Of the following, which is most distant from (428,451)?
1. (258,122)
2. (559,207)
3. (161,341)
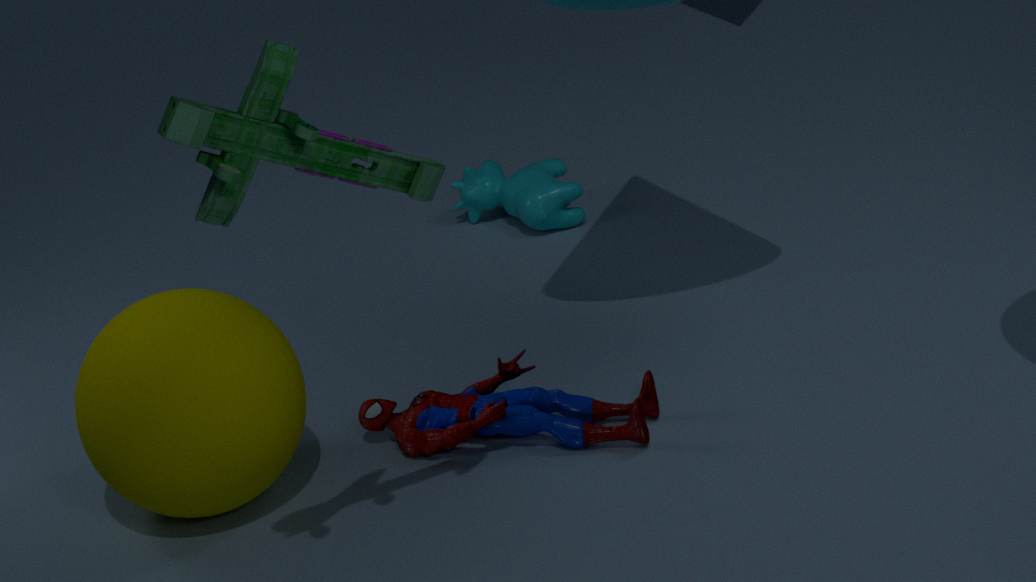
(258,122)
